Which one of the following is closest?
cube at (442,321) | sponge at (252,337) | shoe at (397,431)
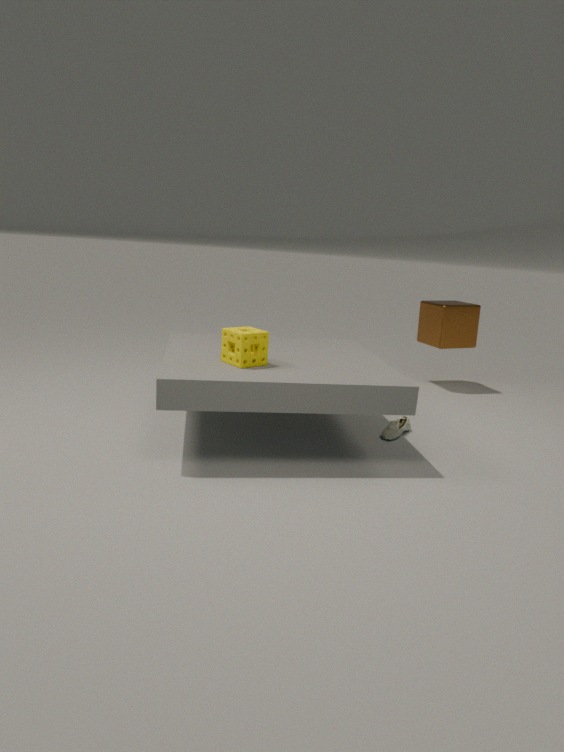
sponge at (252,337)
